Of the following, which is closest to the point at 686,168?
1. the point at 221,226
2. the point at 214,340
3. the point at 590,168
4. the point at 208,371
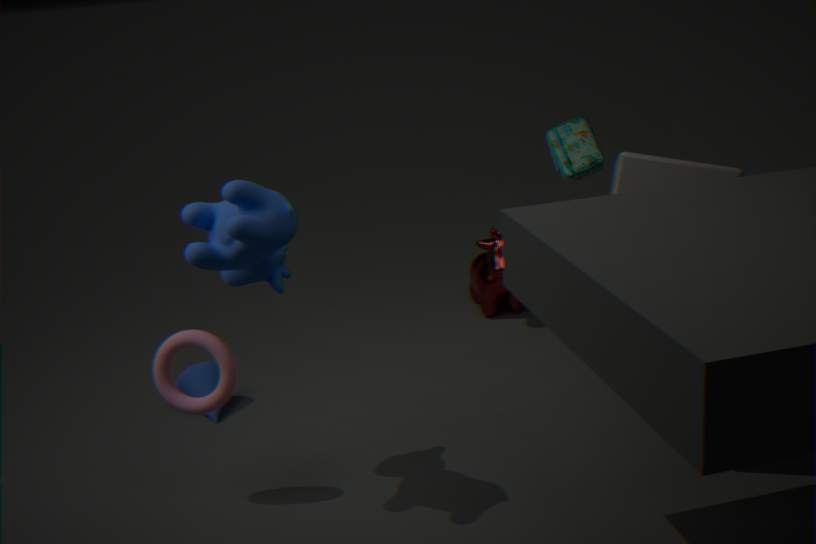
the point at 590,168
